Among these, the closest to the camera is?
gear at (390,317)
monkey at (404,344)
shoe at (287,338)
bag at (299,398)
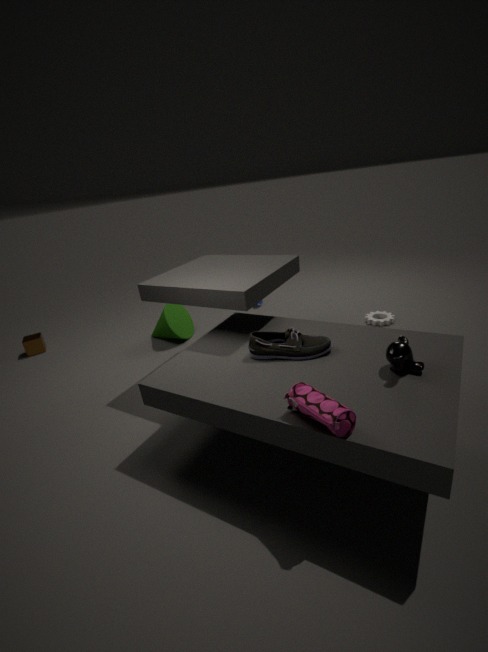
bag at (299,398)
